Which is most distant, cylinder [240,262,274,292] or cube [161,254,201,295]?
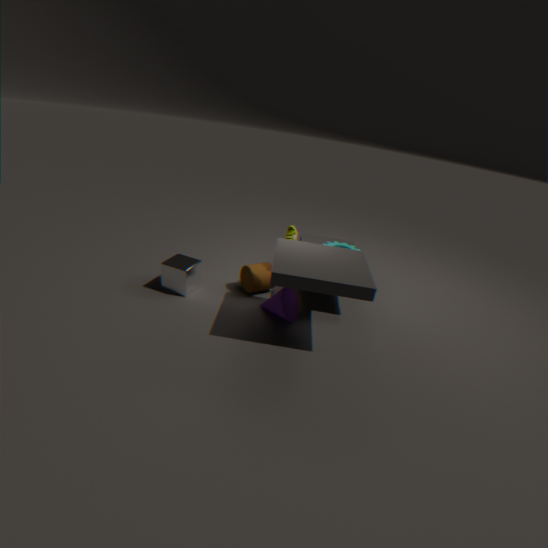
cylinder [240,262,274,292]
